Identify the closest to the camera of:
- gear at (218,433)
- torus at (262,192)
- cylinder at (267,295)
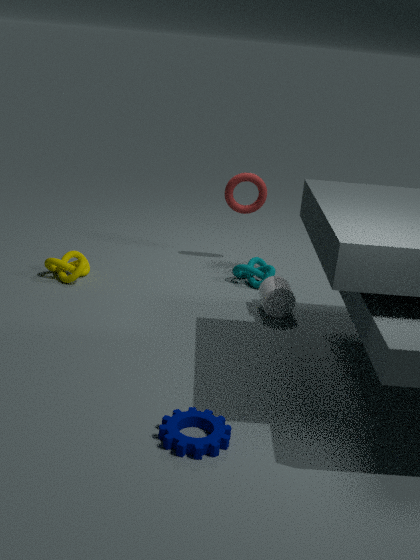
gear at (218,433)
